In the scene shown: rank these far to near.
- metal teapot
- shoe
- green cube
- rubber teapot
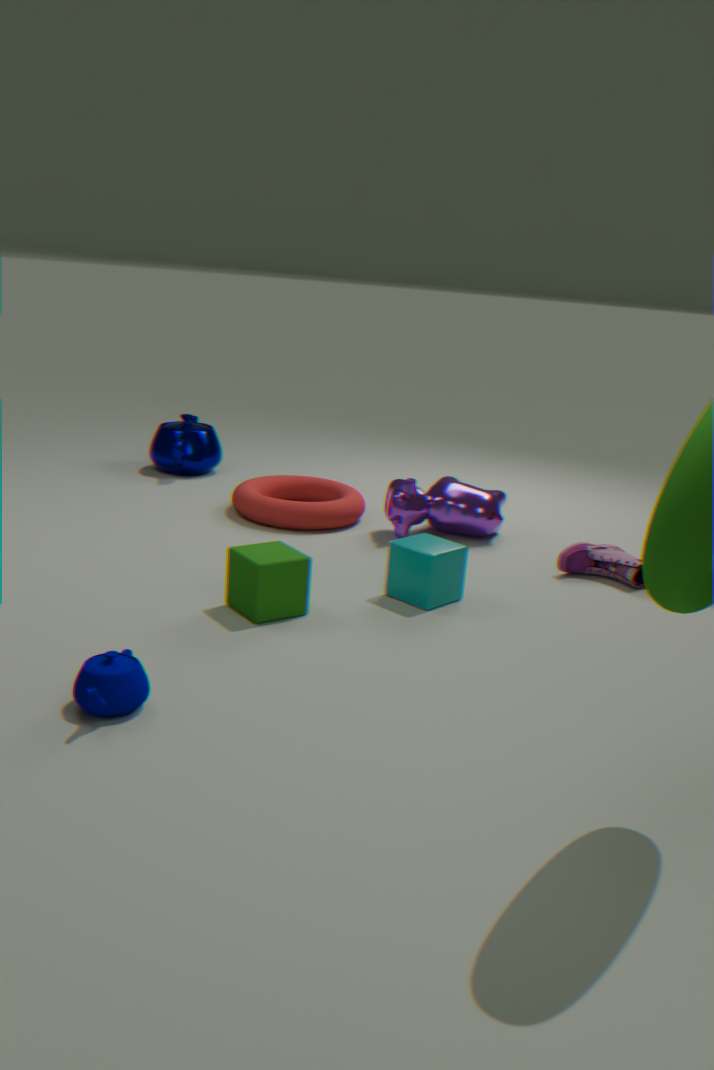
metal teapot → shoe → green cube → rubber teapot
